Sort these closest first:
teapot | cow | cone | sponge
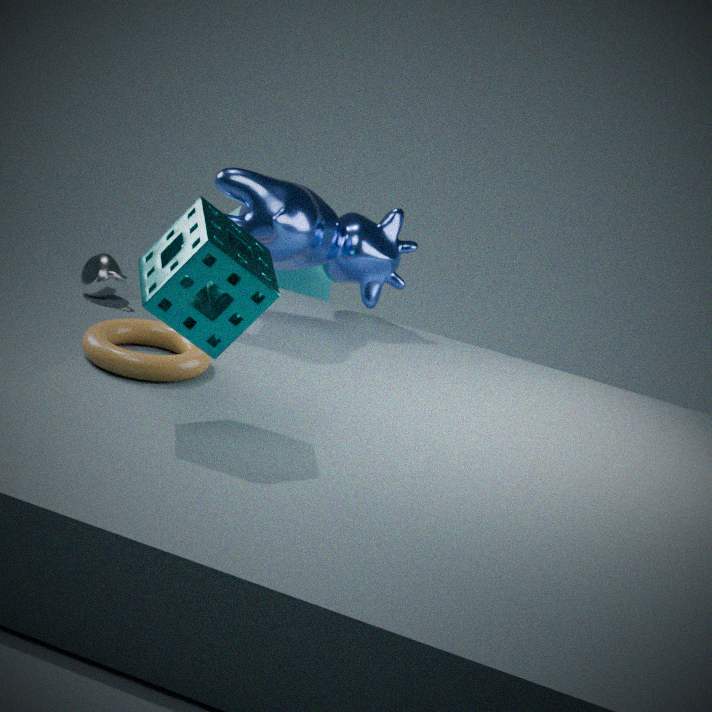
sponge
cow
cone
teapot
